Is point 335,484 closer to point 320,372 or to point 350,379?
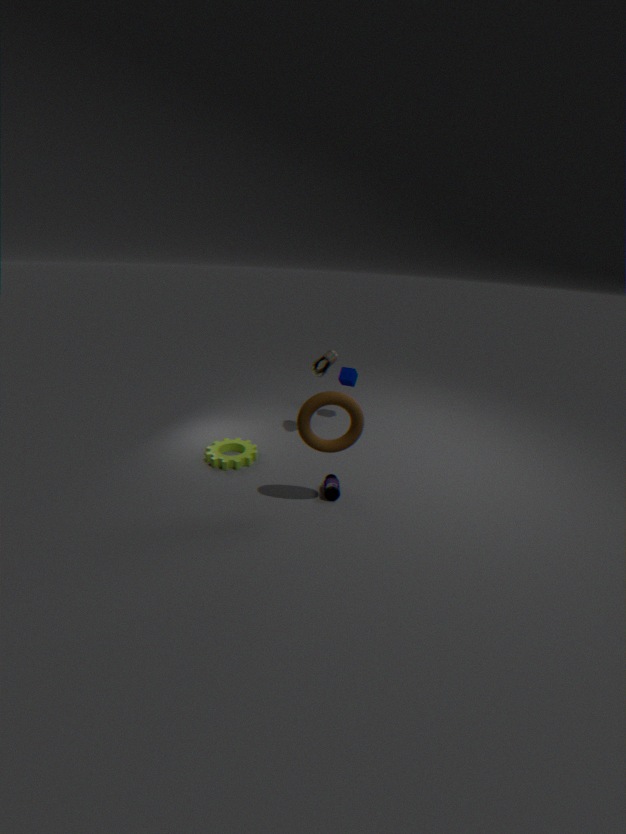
point 320,372
